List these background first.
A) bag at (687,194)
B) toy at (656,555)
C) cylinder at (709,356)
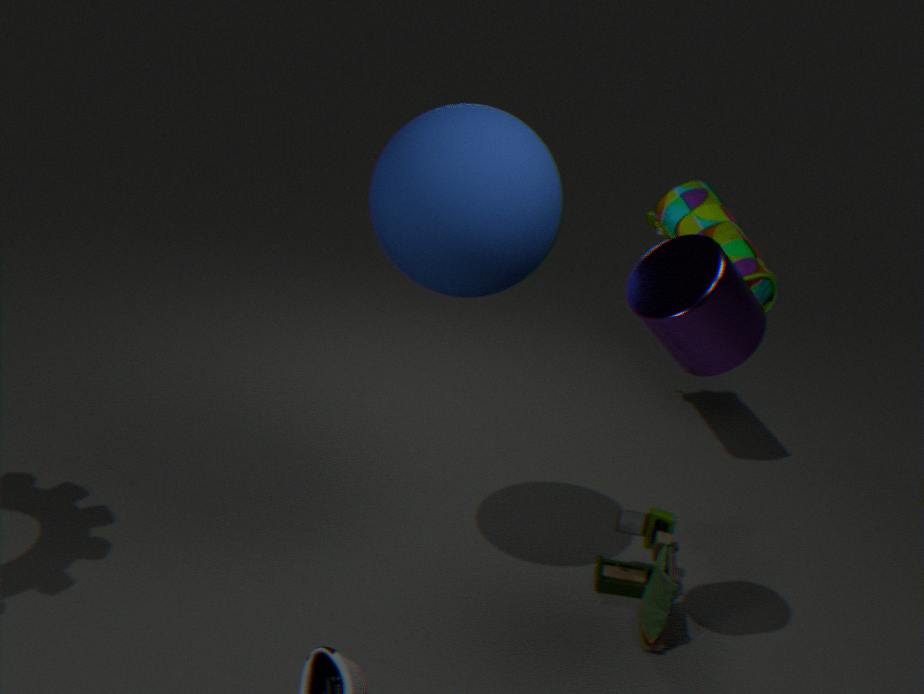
bag at (687,194) < toy at (656,555) < cylinder at (709,356)
